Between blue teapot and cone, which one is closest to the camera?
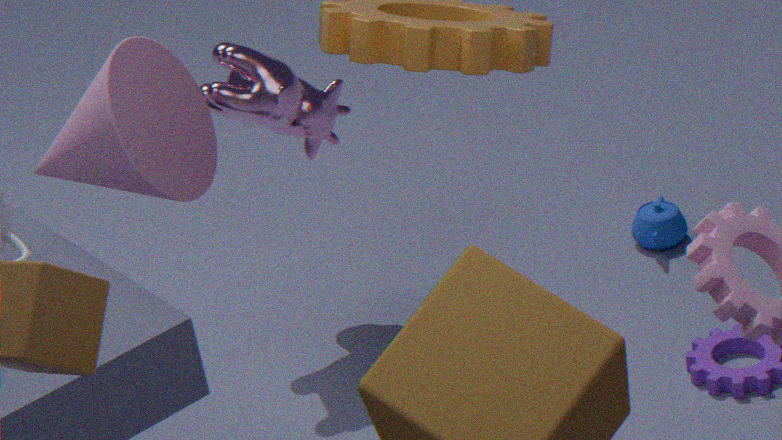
cone
